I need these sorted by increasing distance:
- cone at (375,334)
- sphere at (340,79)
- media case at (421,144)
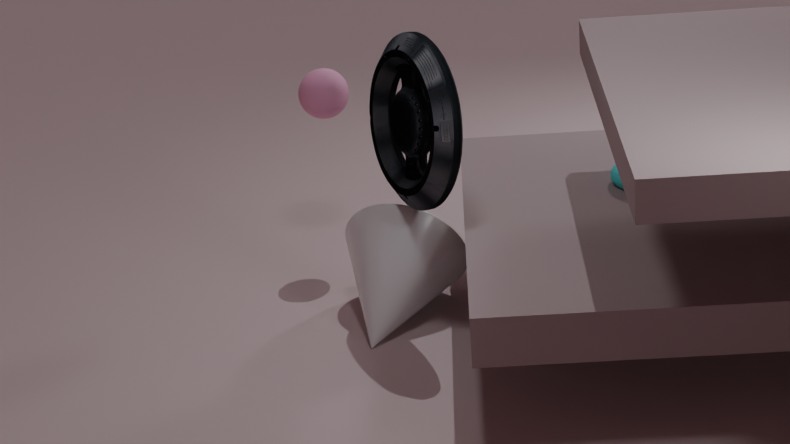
A: media case at (421,144)
cone at (375,334)
sphere at (340,79)
